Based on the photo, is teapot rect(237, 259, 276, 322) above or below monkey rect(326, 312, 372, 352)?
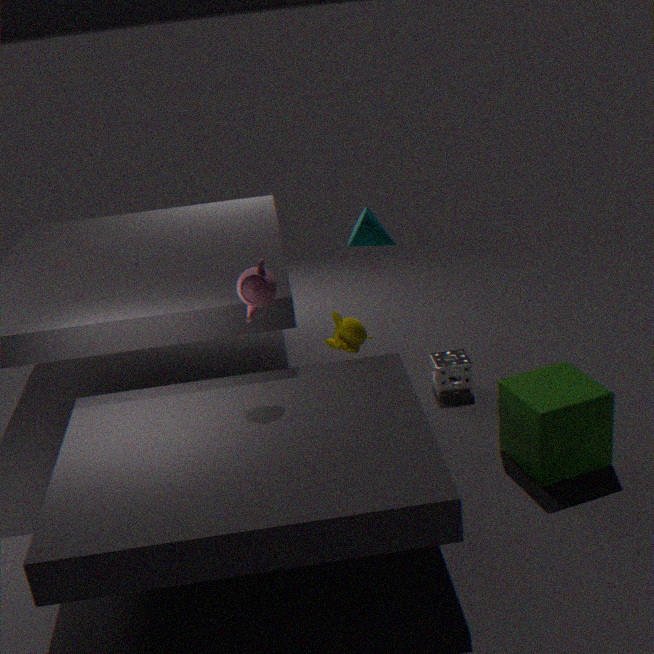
above
